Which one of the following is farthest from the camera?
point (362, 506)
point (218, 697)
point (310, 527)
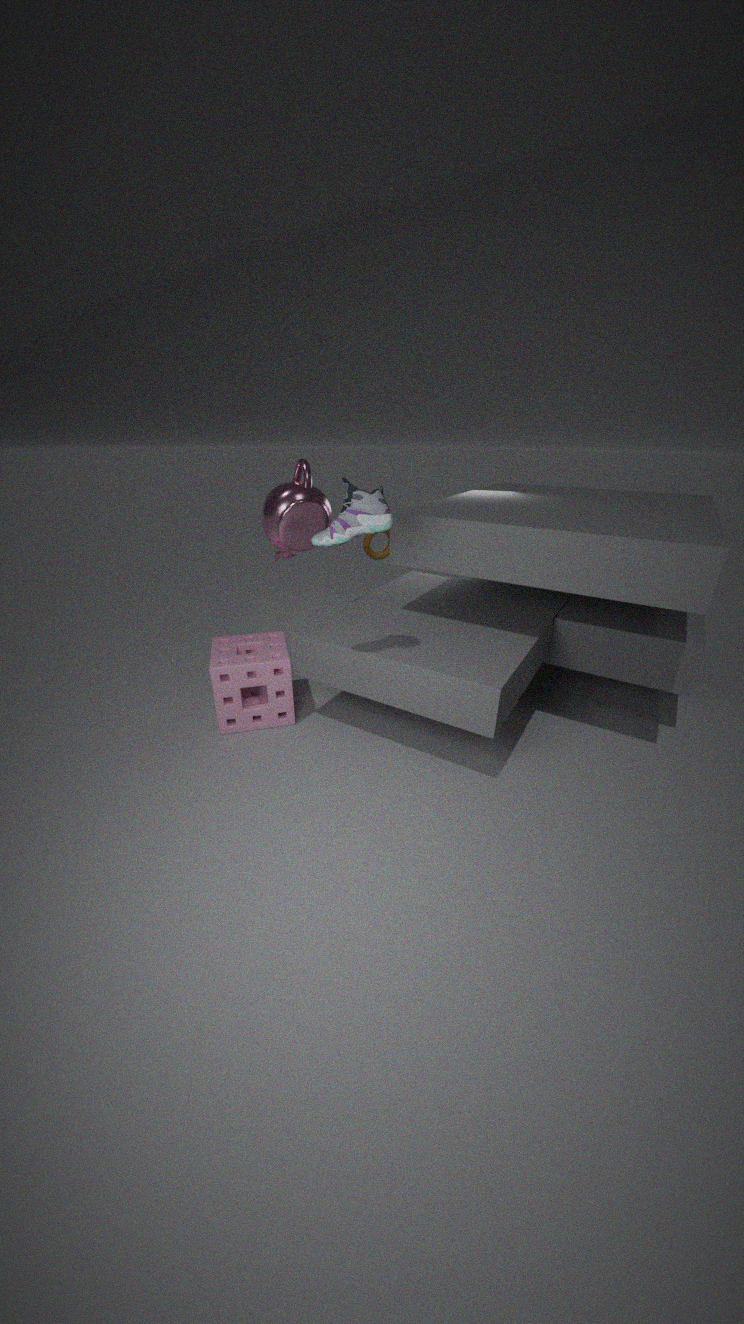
point (218, 697)
